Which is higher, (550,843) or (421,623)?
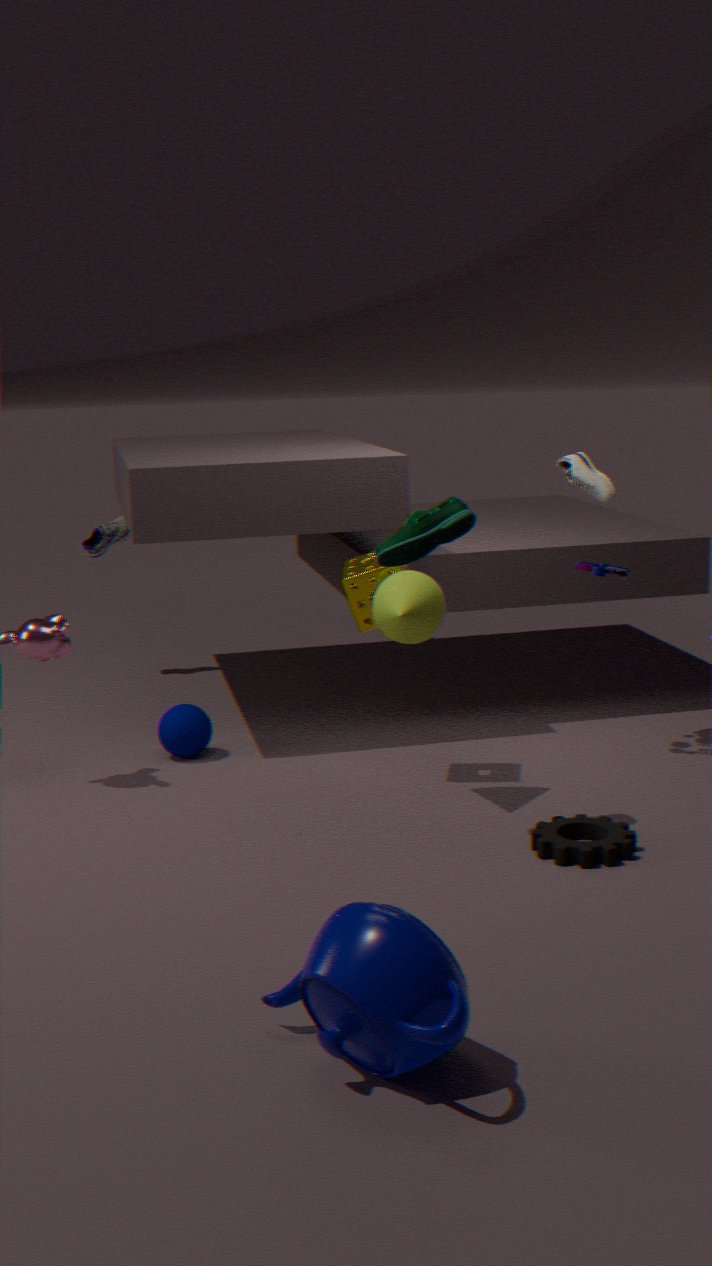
(421,623)
